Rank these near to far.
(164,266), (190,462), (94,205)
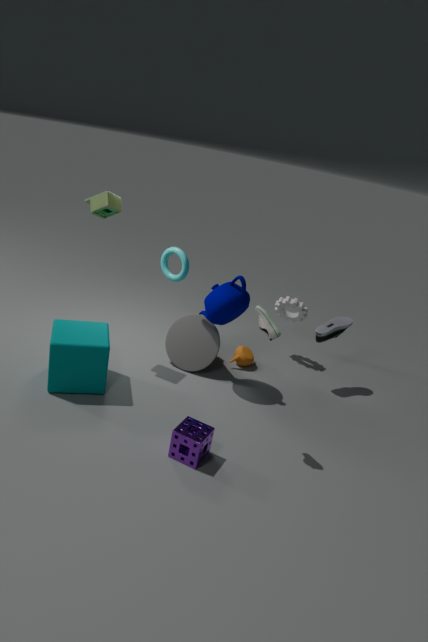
(190,462) → (94,205) → (164,266)
